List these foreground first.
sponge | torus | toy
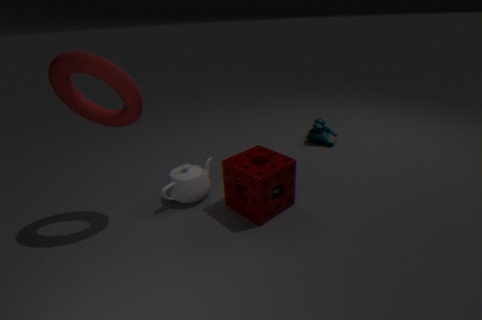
torus < sponge < toy
